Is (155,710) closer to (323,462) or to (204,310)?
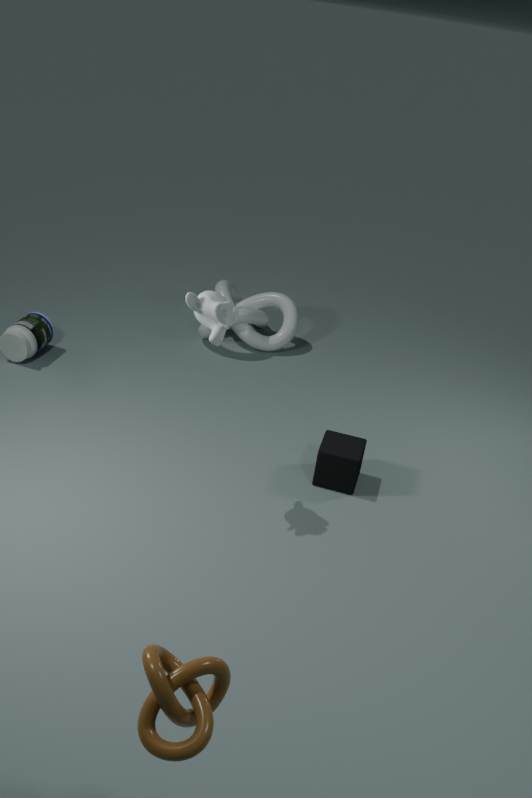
(204,310)
